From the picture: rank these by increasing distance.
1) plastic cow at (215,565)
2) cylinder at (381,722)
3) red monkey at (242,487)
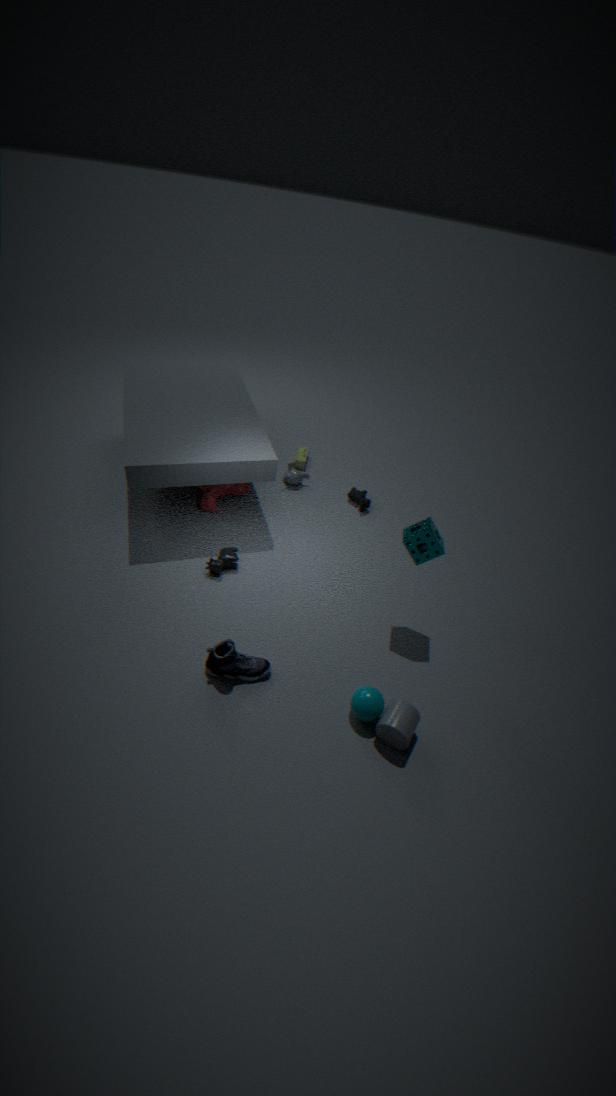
2. cylinder at (381,722) < 1. plastic cow at (215,565) < 3. red monkey at (242,487)
